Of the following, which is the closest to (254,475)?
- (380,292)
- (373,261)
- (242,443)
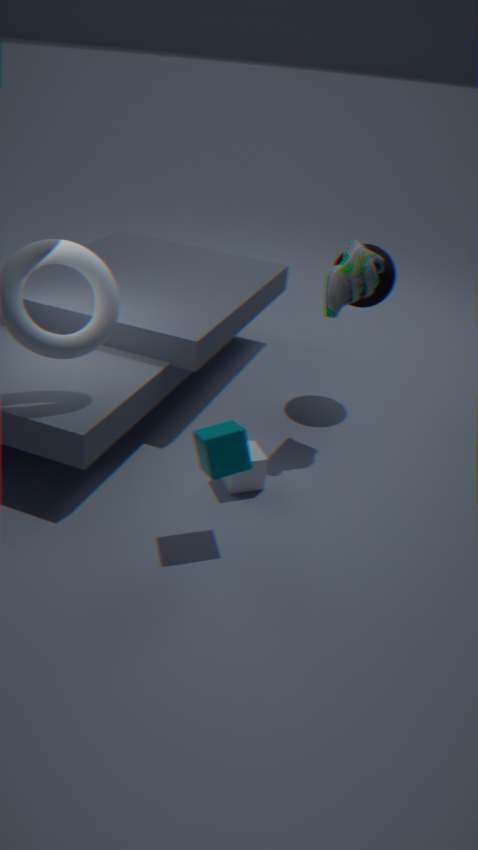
(242,443)
